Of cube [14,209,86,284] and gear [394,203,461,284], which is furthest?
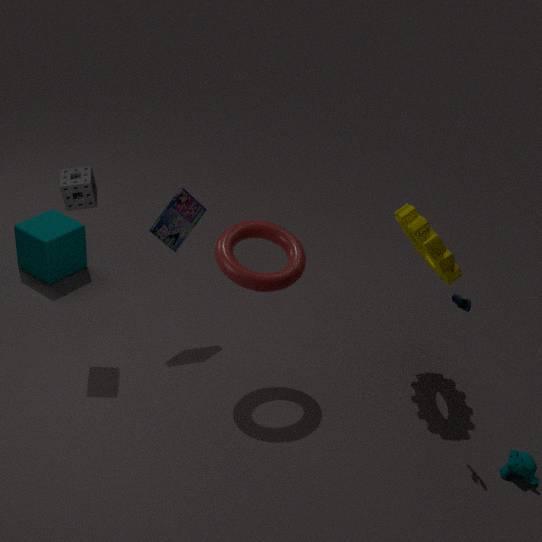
cube [14,209,86,284]
